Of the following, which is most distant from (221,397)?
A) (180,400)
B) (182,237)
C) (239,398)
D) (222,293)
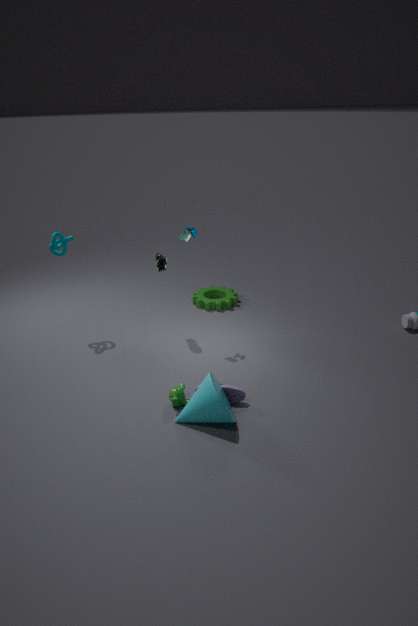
(222,293)
